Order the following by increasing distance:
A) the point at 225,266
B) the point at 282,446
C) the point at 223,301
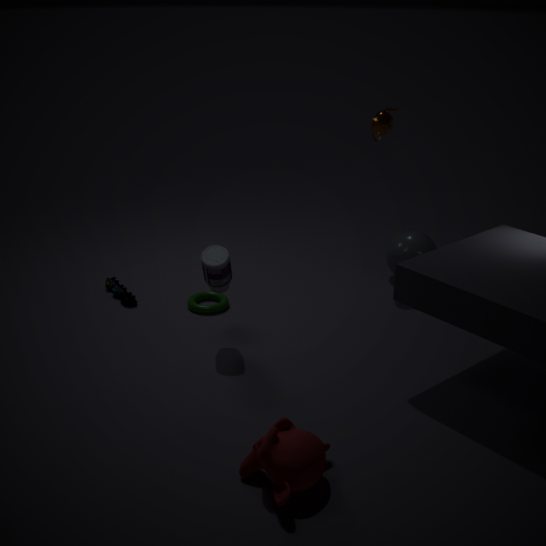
the point at 282,446
the point at 225,266
the point at 223,301
